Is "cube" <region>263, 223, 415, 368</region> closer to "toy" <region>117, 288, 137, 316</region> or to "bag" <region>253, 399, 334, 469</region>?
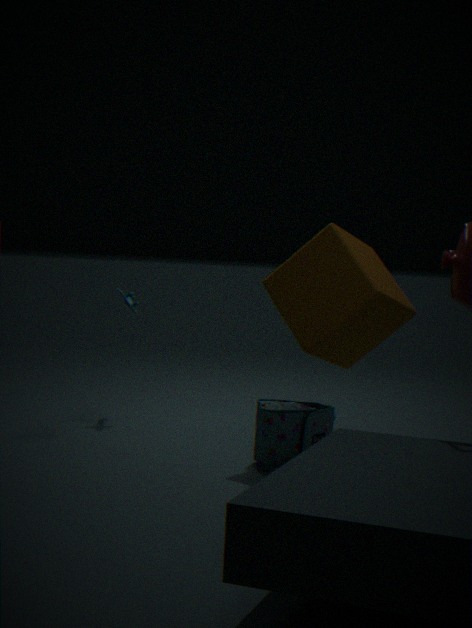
"bag" <region>253, 399, 334, 469</region>
